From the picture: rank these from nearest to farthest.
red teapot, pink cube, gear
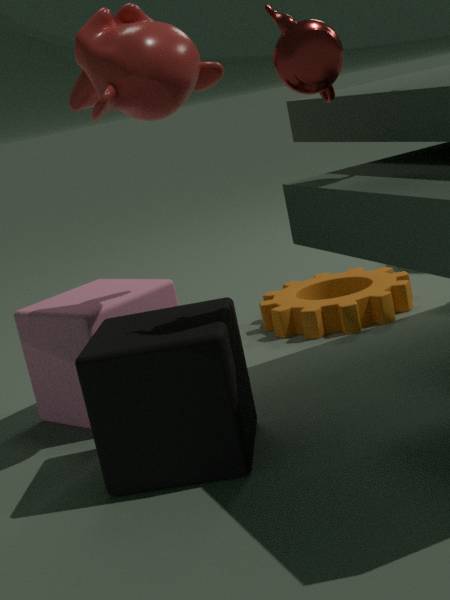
red teapot → pink cube → gear
